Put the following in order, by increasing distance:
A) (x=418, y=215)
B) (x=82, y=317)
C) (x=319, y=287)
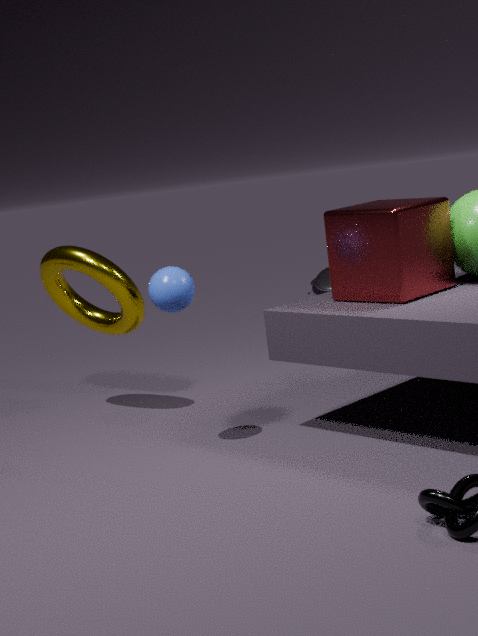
(x=418, y=215) < (x=82, y=317) < (x=319, y=287)
